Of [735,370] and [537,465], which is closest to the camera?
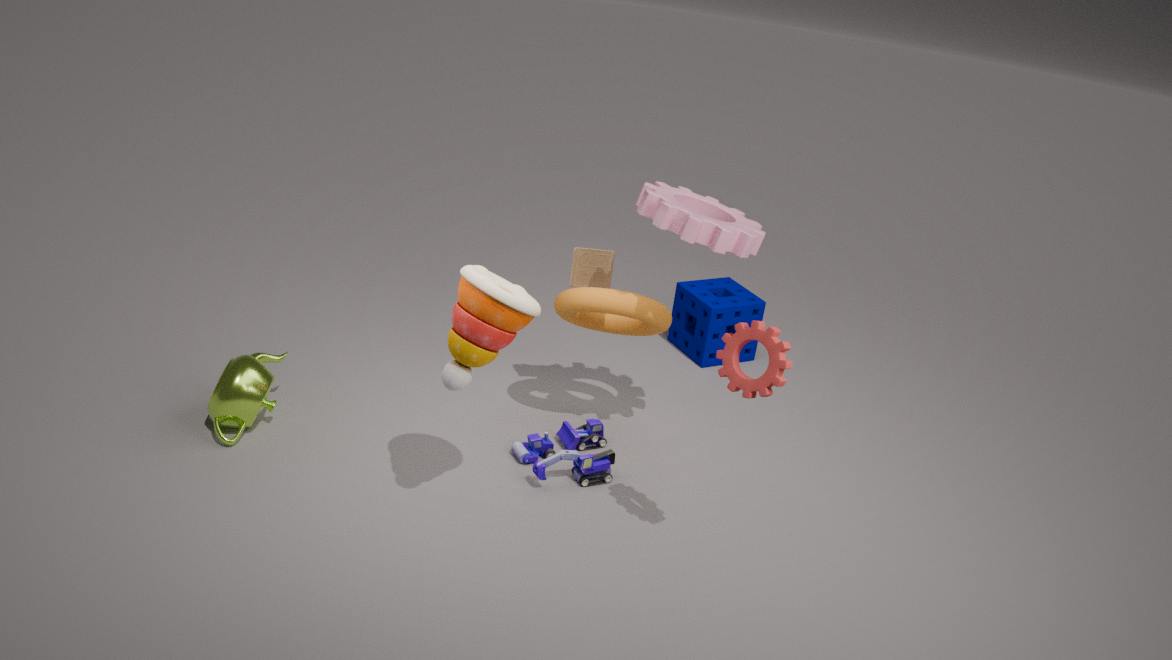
[735,370]
